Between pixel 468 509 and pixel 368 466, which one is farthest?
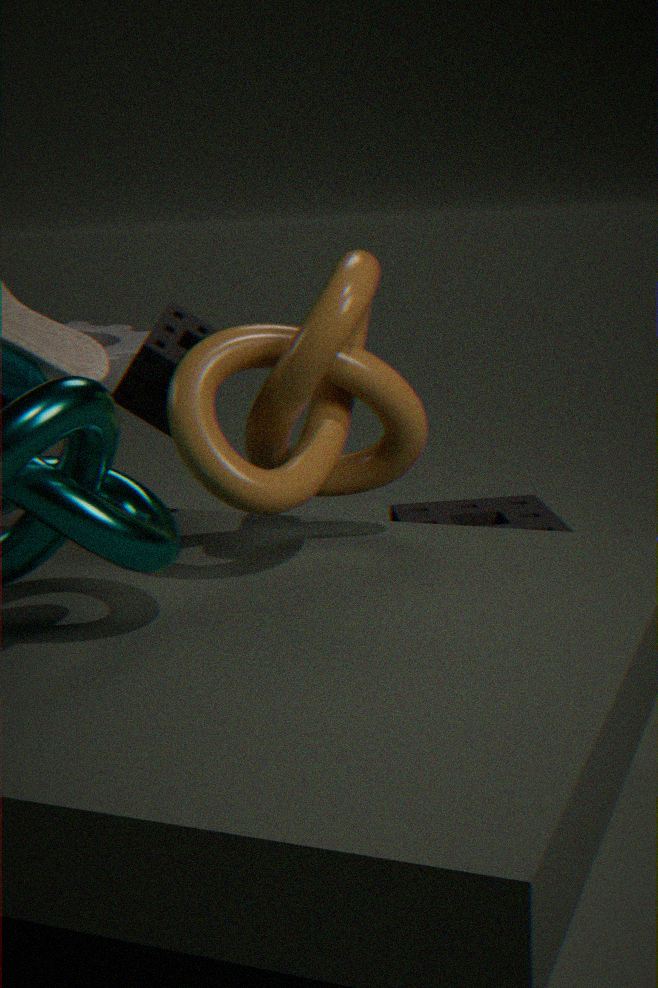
pixel 468 509
